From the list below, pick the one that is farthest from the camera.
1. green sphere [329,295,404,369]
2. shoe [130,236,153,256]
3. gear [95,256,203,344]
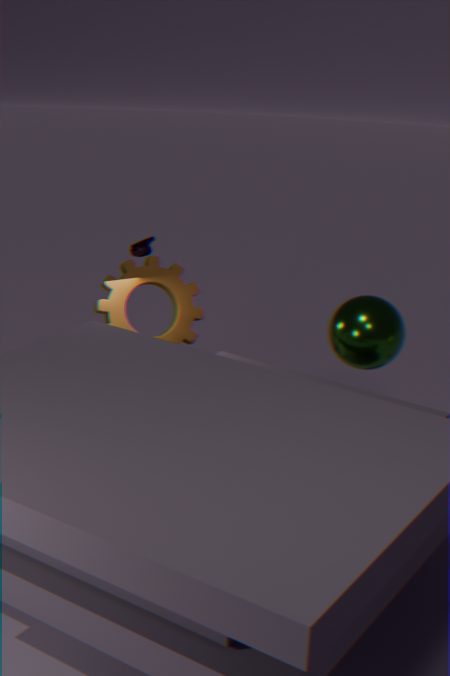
gear [95,256,203,344]
